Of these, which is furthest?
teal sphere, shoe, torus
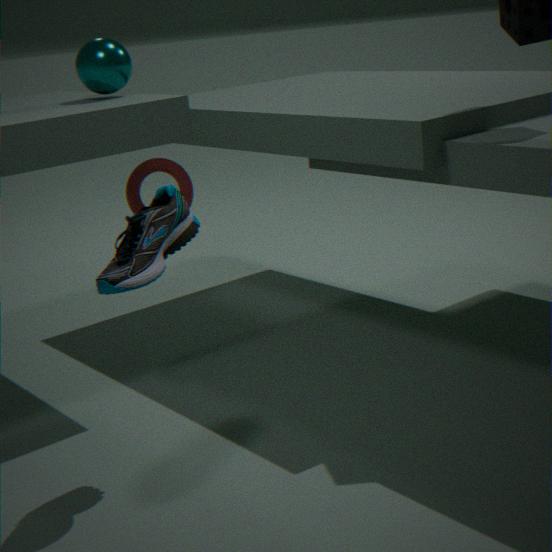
torus
